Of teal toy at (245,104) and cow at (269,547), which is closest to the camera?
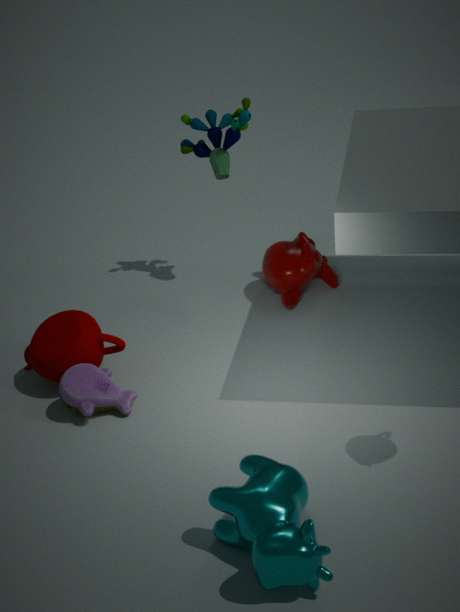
cow at (269,547)
